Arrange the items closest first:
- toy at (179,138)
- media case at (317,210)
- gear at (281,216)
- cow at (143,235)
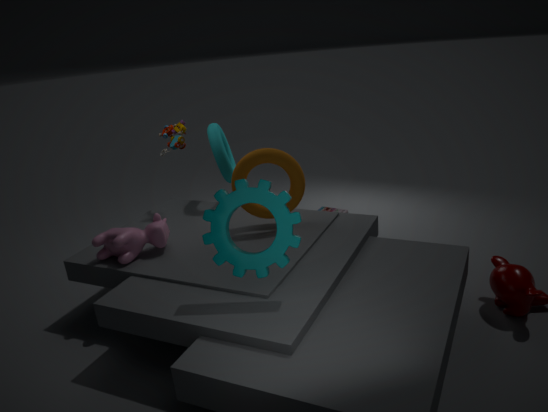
gear at (281,216)
cow at (143,235)
toy at (179,138)
media case at (317,210)
